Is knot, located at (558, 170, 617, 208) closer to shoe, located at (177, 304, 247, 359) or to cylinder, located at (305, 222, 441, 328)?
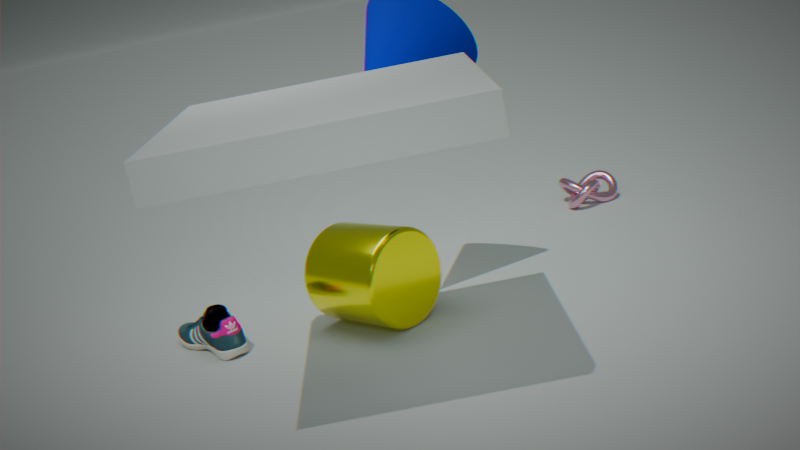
cylinder, located at (305, 222, 441, 328)
